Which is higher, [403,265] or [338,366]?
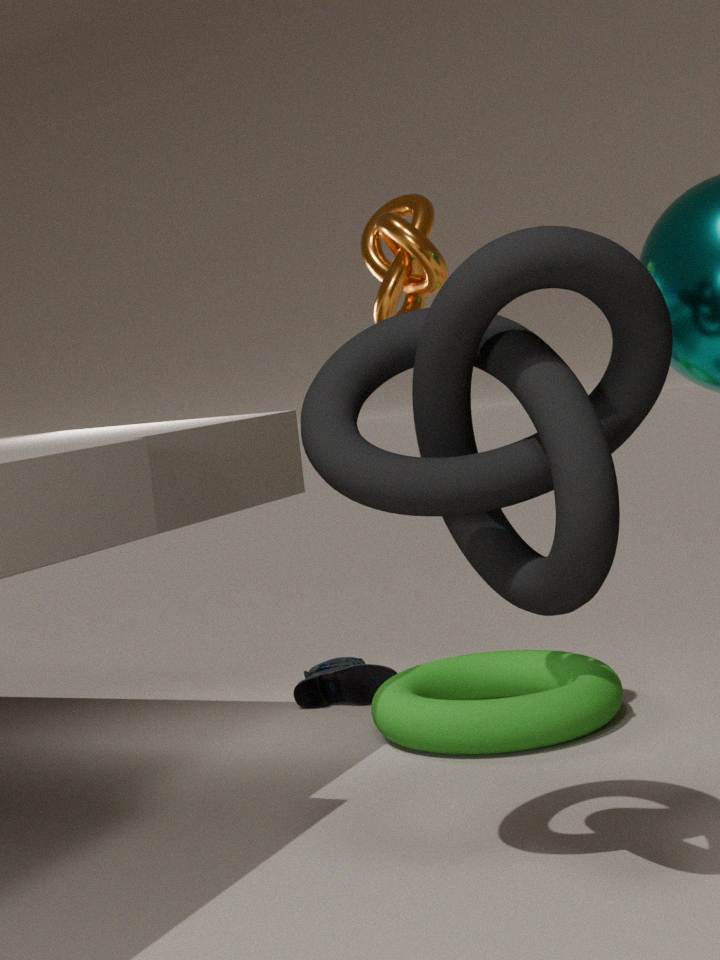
[403,265]
